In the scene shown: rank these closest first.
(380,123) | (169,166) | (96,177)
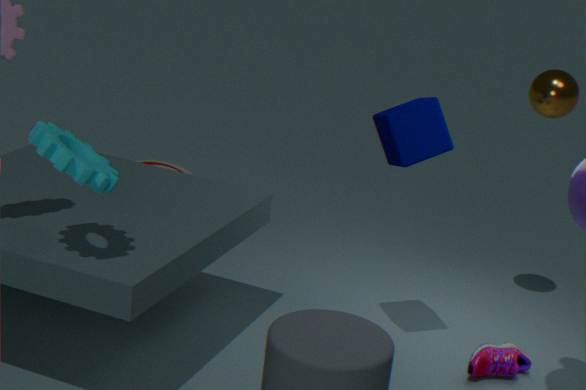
(96,177), (380,123), (169,166)
